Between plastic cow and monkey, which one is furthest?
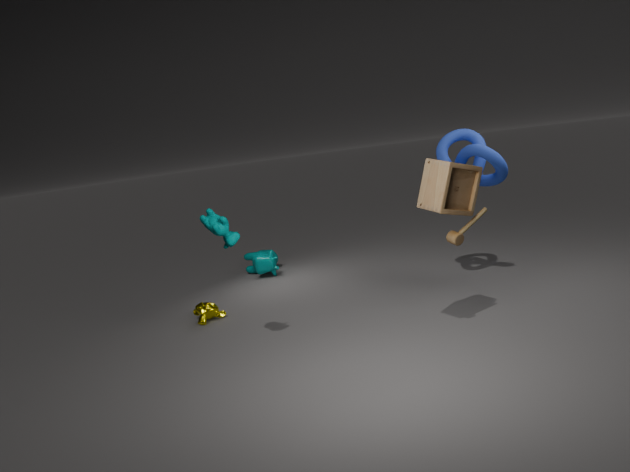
plastic cow
